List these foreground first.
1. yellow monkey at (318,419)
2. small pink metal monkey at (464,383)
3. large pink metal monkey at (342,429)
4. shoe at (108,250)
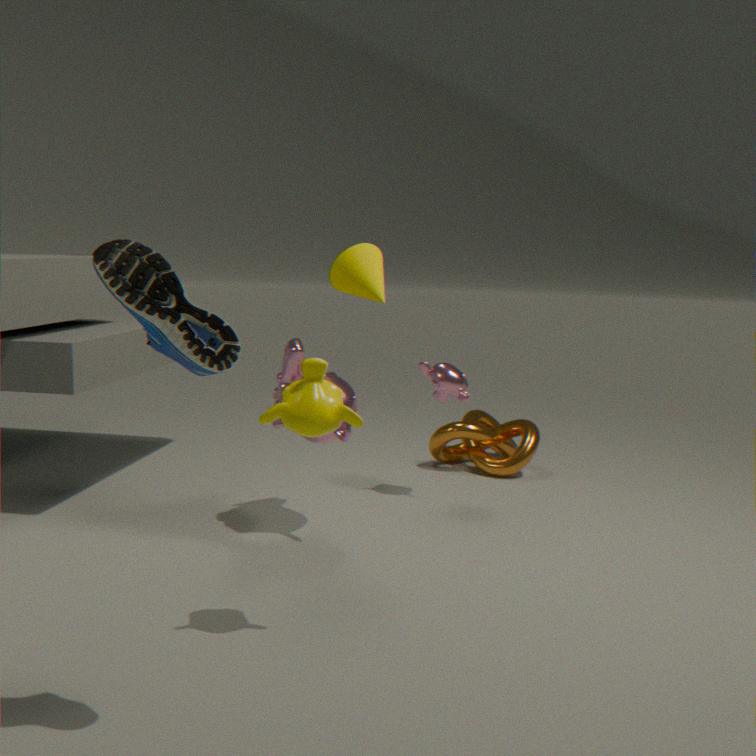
1. shoe at (108,250)
2. yellow monkey at (318,419)
3. large pink metal monkey at (342,429)
4. small pink metal monkey at (464,383)
